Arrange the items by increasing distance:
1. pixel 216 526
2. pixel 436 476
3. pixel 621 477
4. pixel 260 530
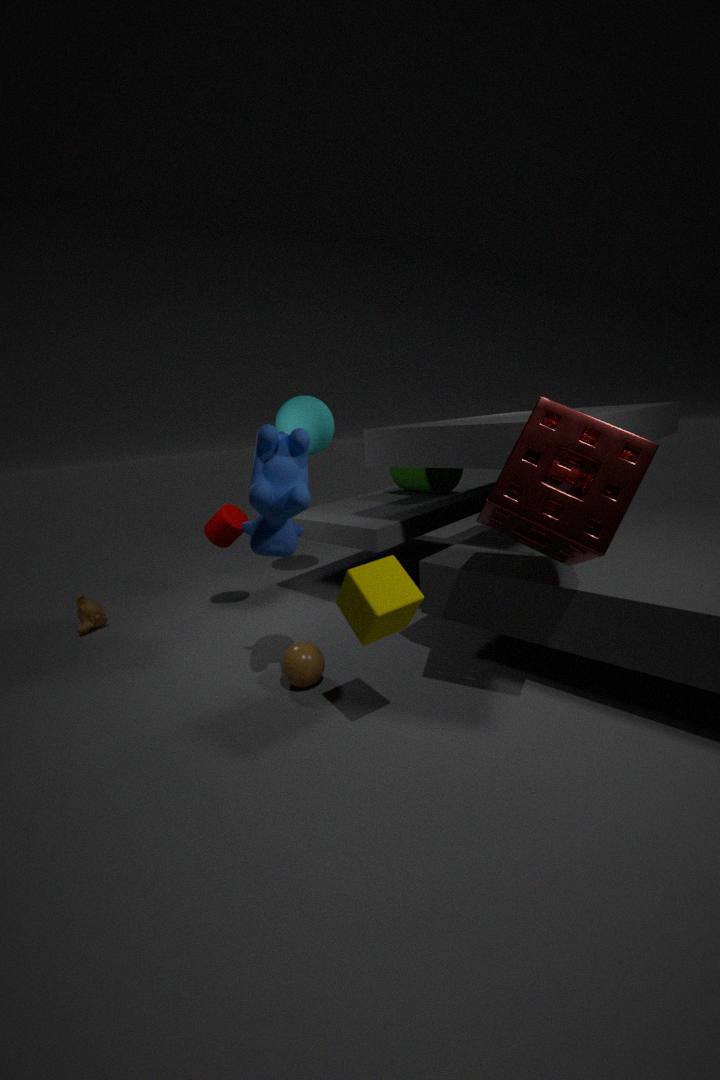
pixel 621 477 < pixel 260 530 < pixel 216 526 < pixel 436 476
